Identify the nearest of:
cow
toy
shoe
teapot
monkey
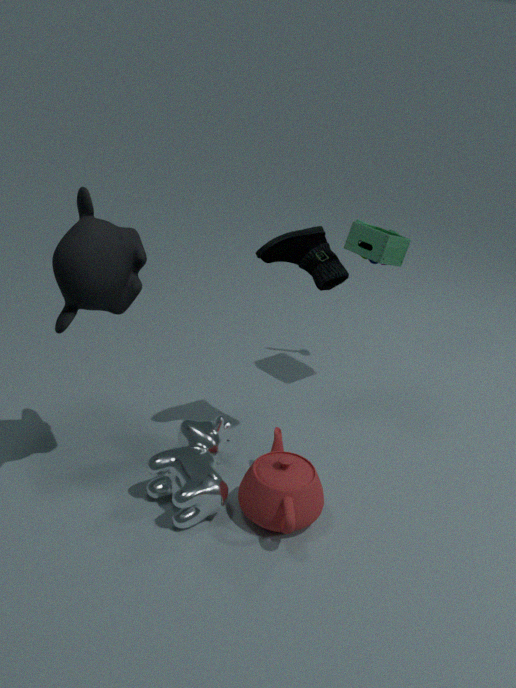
monkey
